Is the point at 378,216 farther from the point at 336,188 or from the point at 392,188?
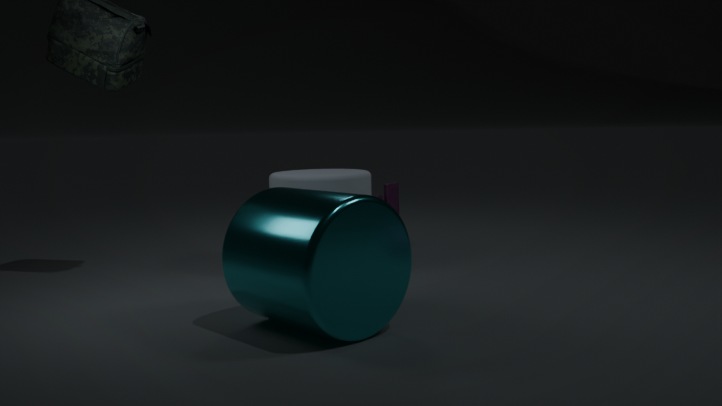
the point at 392,188
